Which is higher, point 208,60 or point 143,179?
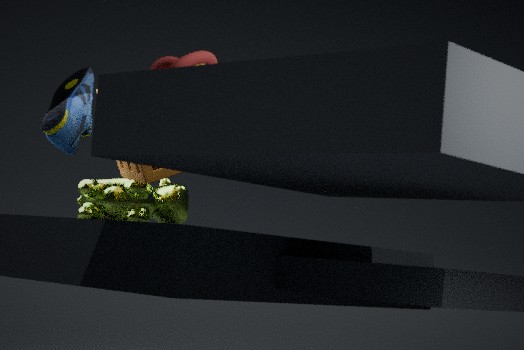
point 208,60
